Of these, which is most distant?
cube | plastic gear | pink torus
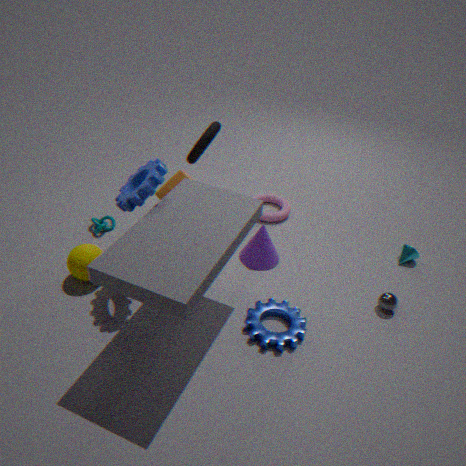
pink torus
